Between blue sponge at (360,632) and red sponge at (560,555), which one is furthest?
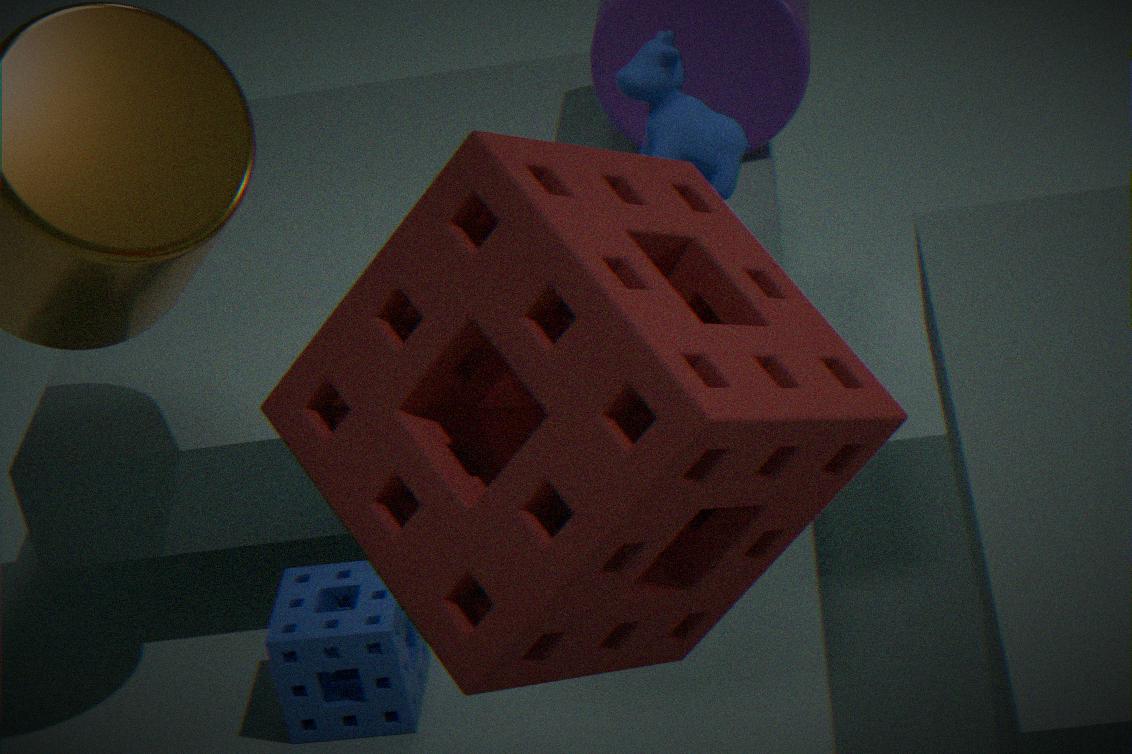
blue sponge at (360,632)
